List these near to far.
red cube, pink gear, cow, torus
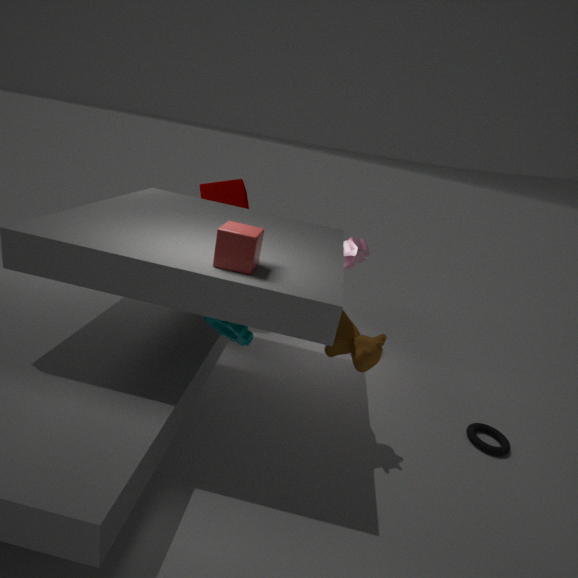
1. red cube
2. cow
3. torus
4. pink gear
